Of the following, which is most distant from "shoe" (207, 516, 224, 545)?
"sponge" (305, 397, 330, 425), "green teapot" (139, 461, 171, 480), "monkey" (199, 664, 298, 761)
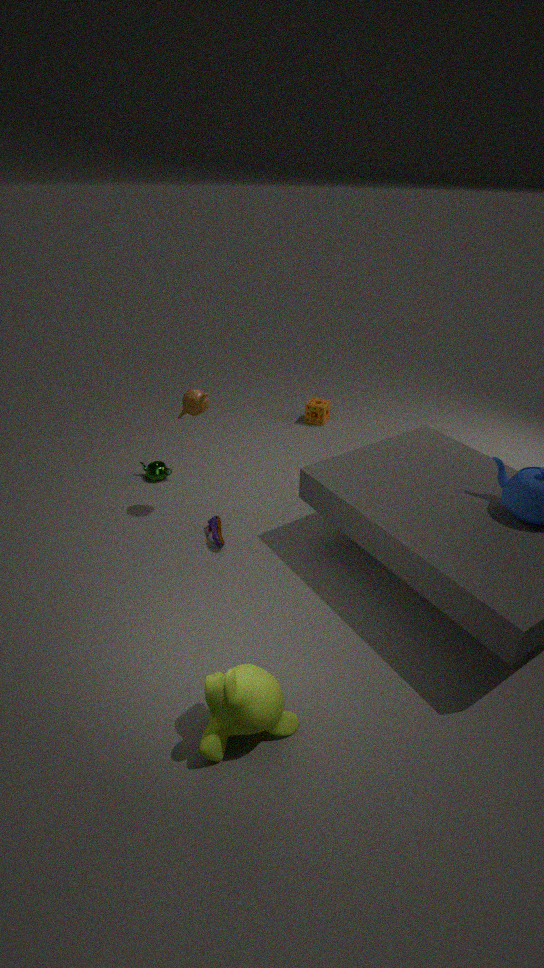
"sponge" (305, 397, 330, 425)
